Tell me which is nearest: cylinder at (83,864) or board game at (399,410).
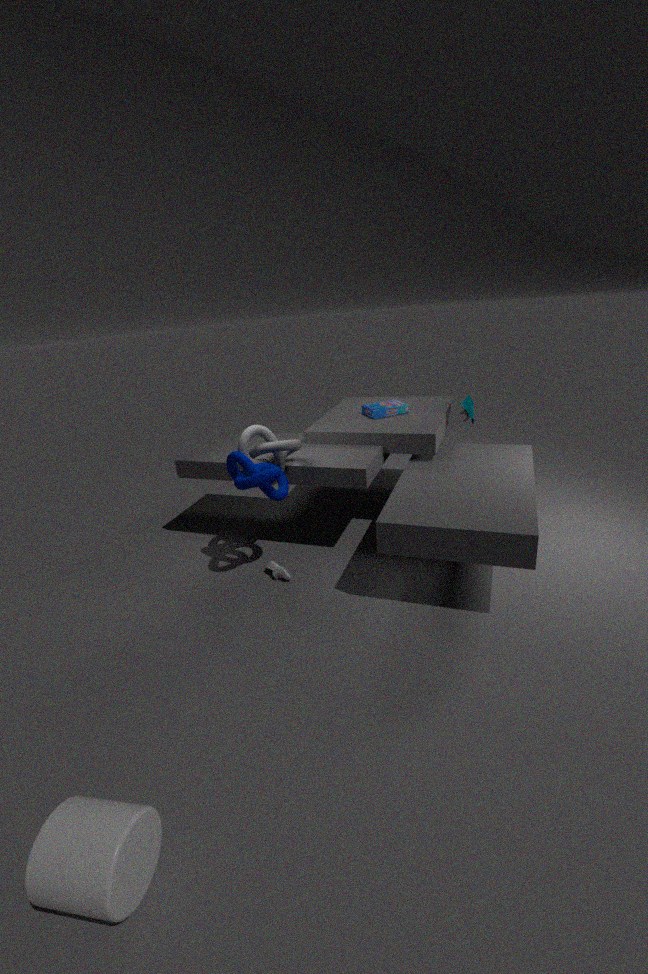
cylinder at (83,864)
